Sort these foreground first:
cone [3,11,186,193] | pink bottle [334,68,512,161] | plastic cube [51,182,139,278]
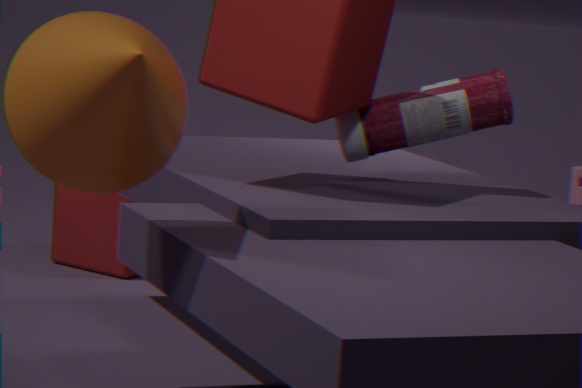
cone [3,11,186,193], pink bottle [334,68,512,161], plastic cube [51,182,139,278]
